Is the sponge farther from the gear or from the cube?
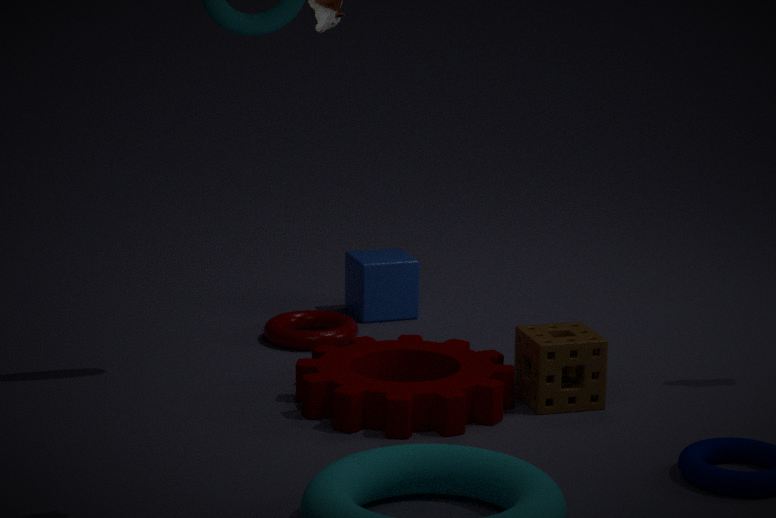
the cube
